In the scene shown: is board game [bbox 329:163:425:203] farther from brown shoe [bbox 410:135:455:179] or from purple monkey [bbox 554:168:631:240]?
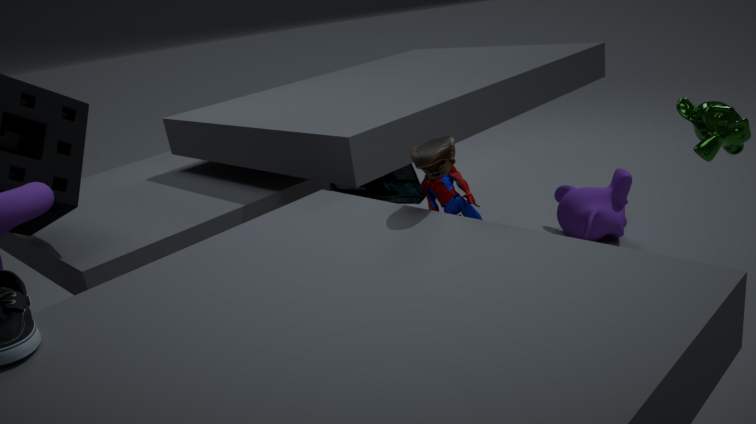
brown shoe [bbox 410:135:455:179]
